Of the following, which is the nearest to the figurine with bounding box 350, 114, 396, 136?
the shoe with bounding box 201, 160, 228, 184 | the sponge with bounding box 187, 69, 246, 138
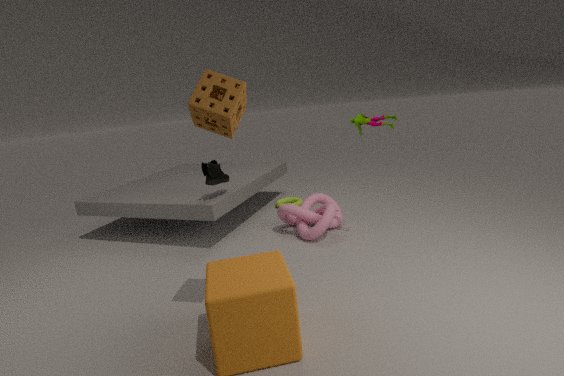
the shoe with bounding box 201, 160, 228, 184
